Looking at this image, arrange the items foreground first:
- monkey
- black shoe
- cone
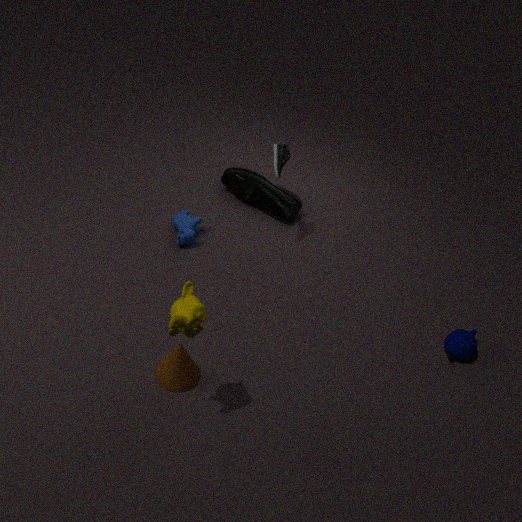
monkey < cone < black shoe
